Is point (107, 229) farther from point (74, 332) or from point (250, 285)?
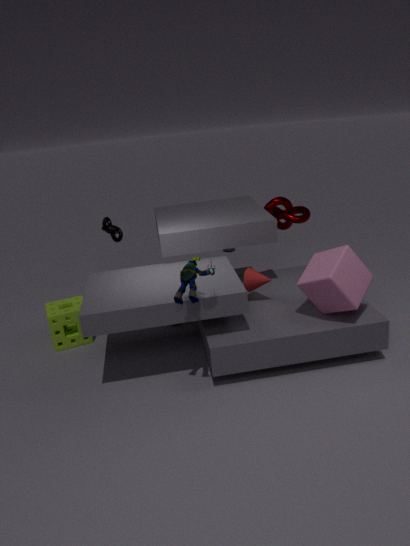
point (250, 285)
